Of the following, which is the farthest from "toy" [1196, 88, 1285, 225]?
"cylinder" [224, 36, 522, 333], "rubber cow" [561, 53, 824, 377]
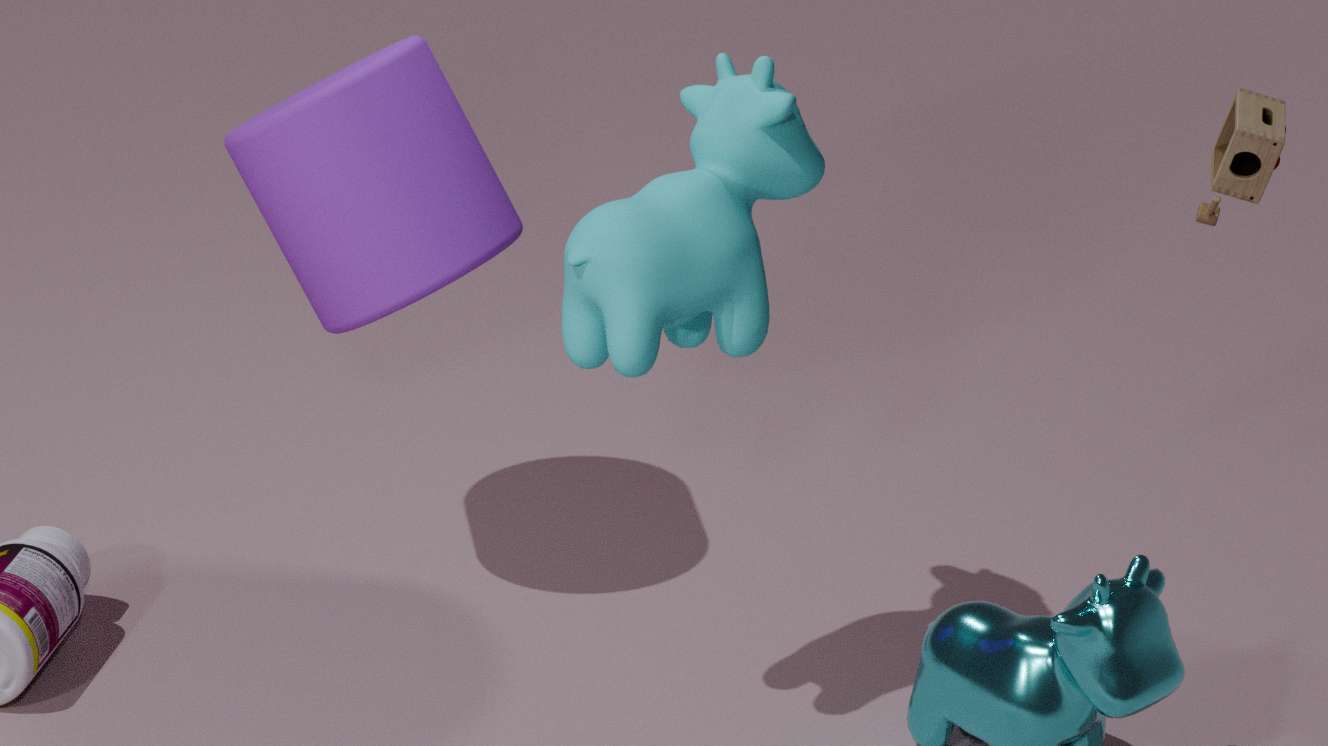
"cylinder" [224, 36, 522, 333]
